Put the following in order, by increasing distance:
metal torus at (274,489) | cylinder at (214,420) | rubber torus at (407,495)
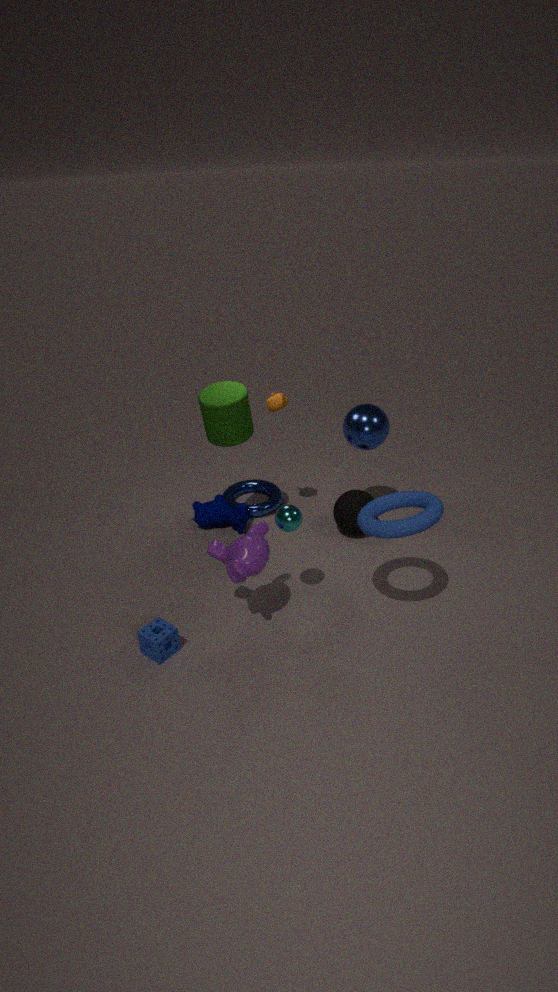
rubber torus at (407,495) → cylinder at (214,420) → metal torus at (274,489)
